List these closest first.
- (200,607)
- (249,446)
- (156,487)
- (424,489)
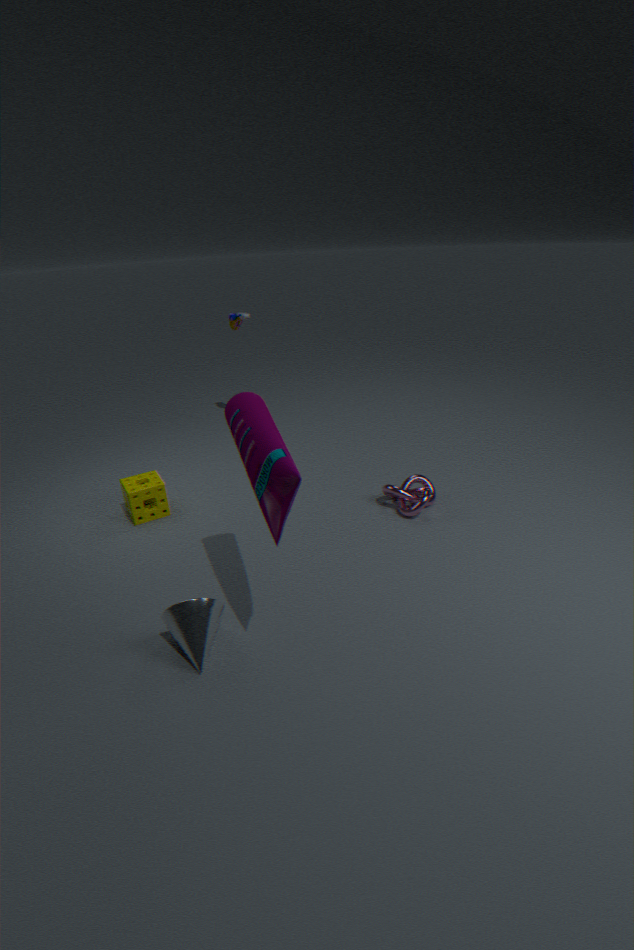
1. (249,446)
2. (200,607)
3. (424,489)
4. (156,487)
